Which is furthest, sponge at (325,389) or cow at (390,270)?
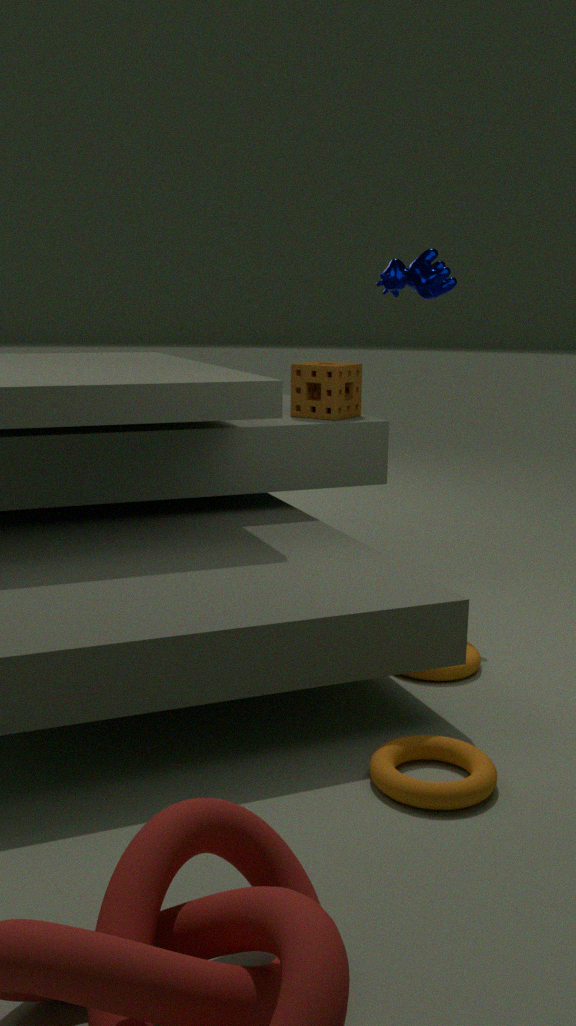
sponge at (325,389)
